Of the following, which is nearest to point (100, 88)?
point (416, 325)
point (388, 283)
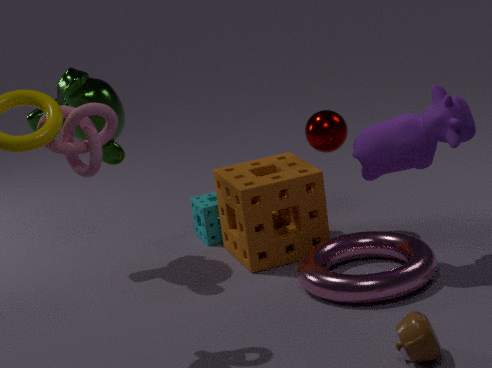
point (388, 283)
